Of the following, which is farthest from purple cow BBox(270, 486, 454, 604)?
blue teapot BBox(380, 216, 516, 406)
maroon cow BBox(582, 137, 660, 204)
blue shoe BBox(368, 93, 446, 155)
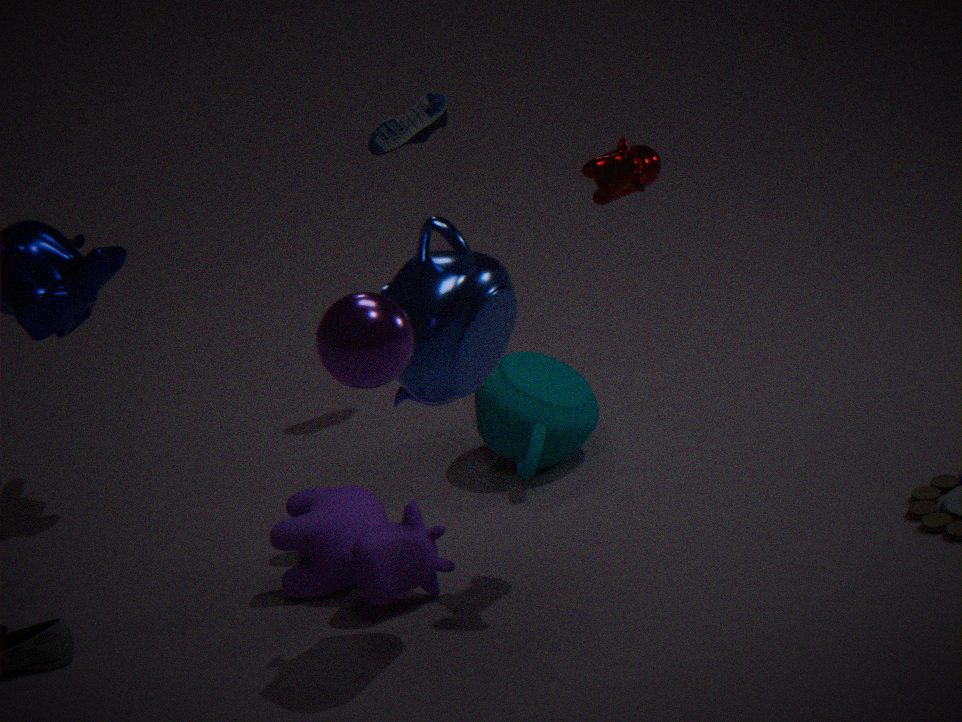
blue shoe BBox(368, 93, 446, 155)
